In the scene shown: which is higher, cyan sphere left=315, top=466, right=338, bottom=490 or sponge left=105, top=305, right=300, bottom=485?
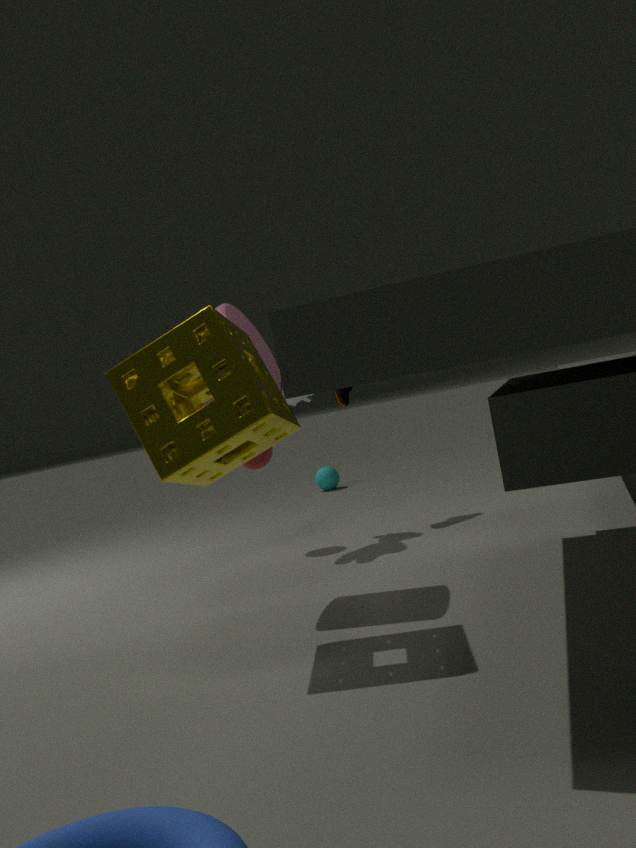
sponge left=105, top=305, right=300, bottom=485
